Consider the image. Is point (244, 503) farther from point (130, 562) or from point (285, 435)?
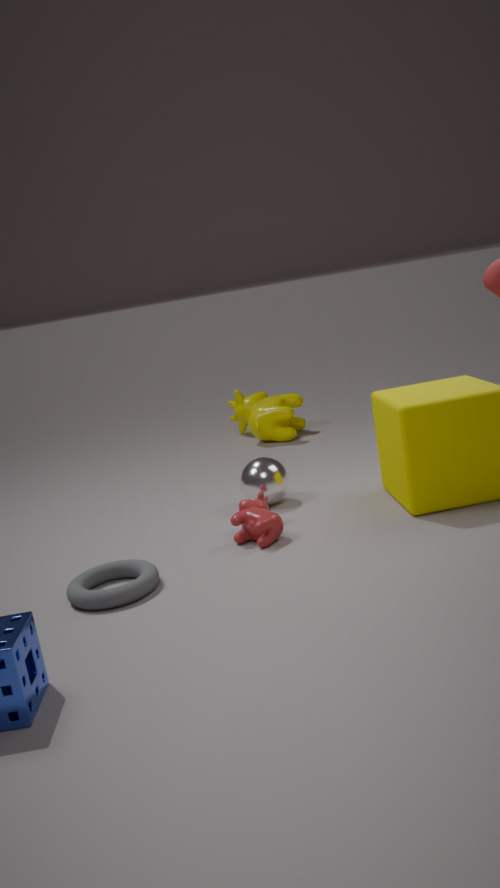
point (285, 435)
